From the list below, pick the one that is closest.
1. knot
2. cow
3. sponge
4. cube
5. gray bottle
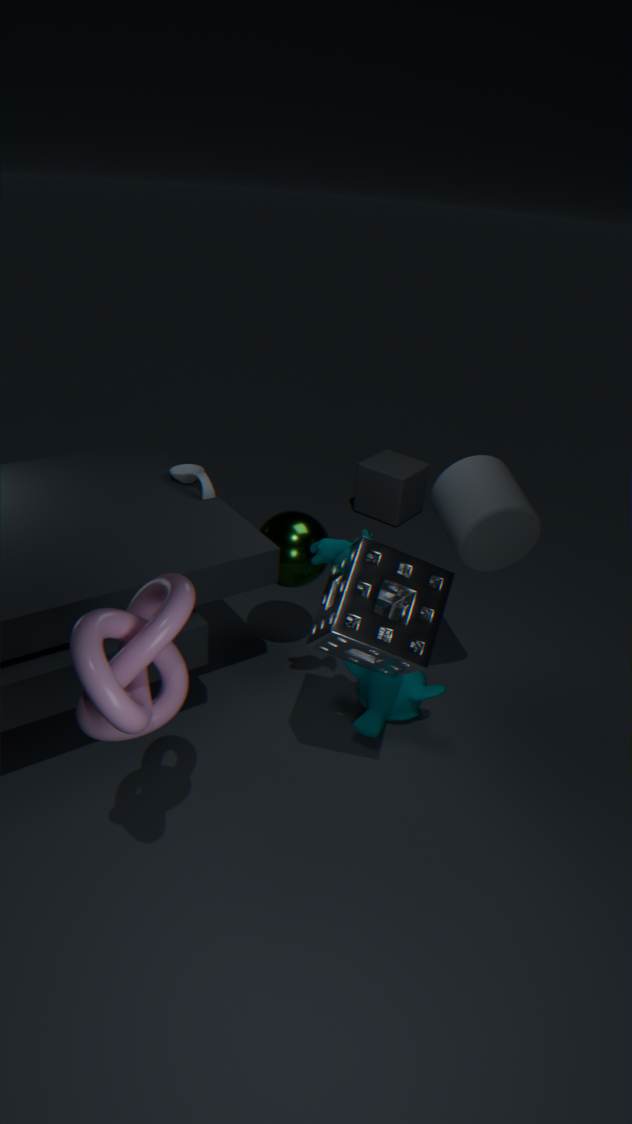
knot
